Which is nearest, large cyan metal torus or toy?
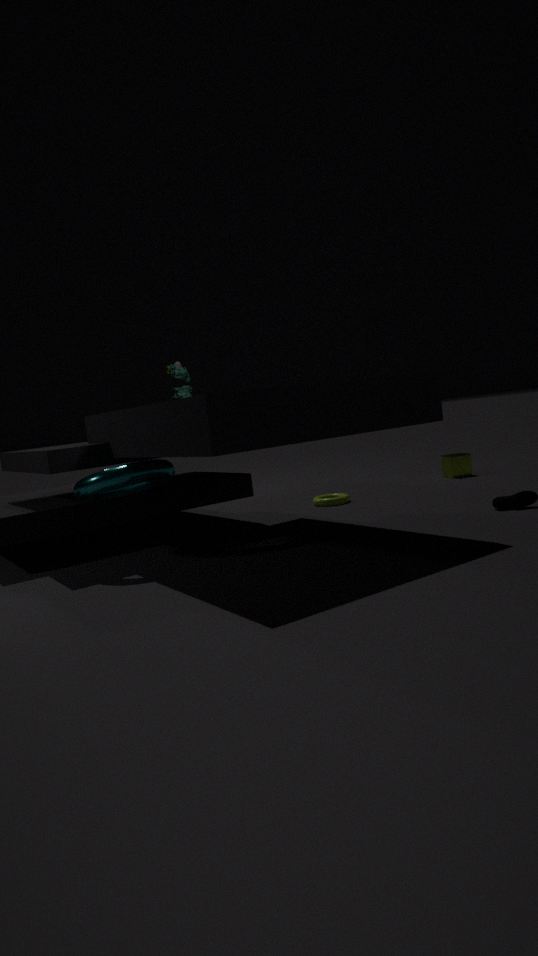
large cyan metal torus
